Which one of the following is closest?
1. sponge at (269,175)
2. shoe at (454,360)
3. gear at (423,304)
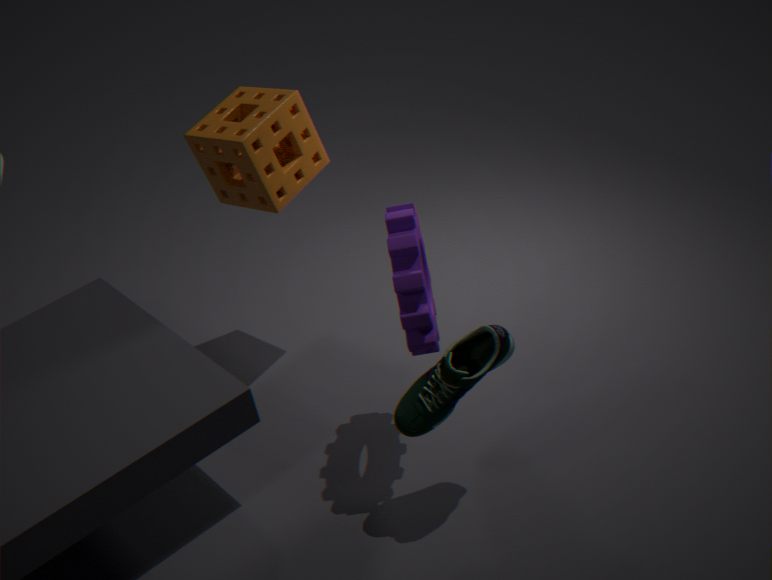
shoe at (454,360)
